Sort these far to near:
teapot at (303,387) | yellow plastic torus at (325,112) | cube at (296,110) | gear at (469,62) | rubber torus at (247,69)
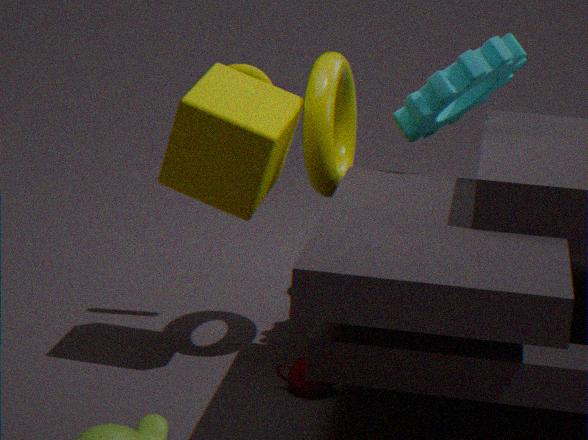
rubber torus at (247,69) → gear at (469,62) → teapot at (303,387) → yellow plastic torus at (325,112) → cube at (296,110)
